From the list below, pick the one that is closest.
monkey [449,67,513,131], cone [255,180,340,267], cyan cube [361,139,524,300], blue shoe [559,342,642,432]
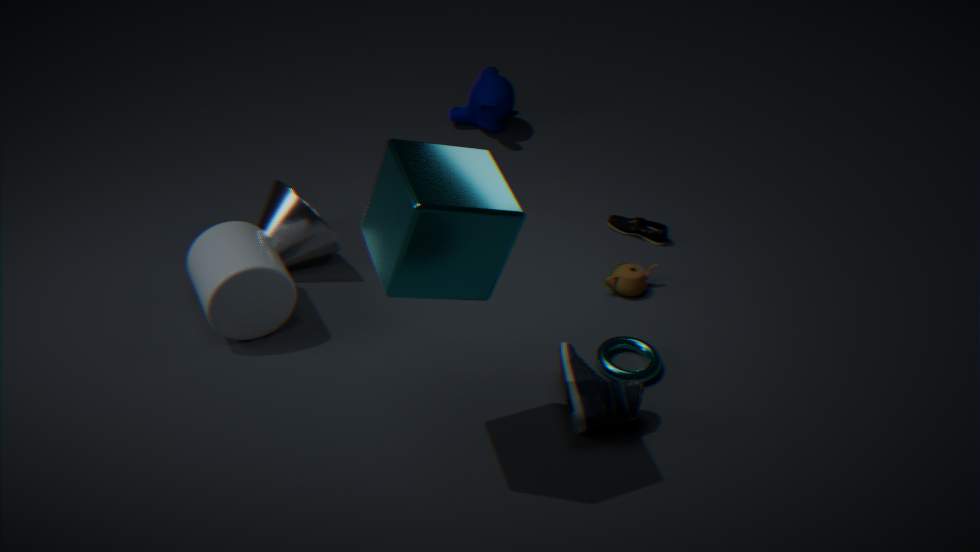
cyan cube [361,139,524,300]
